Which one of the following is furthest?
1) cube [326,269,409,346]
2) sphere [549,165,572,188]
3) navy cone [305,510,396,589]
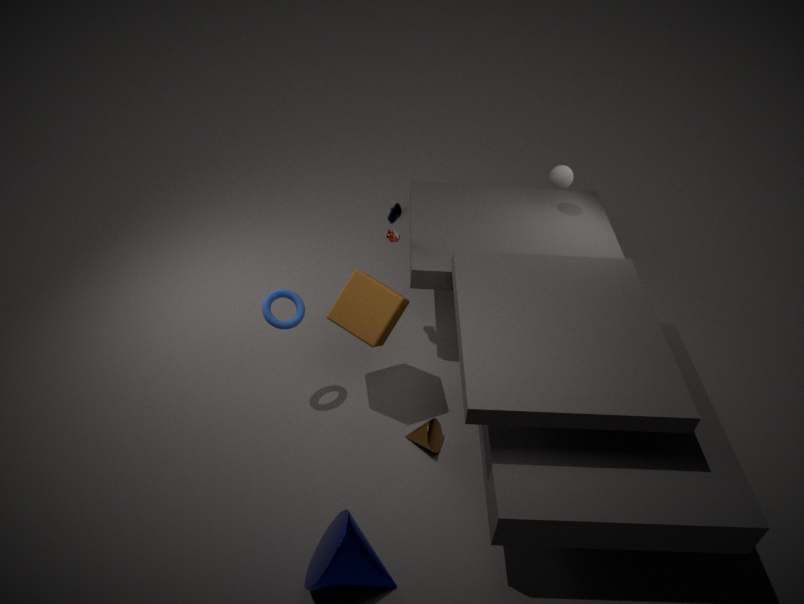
2. sphere [549,165,572,188]
